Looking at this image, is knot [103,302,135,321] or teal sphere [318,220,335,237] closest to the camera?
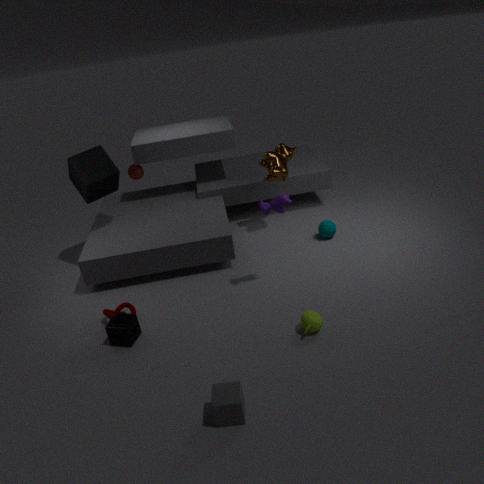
knot [103,302,135,321]
